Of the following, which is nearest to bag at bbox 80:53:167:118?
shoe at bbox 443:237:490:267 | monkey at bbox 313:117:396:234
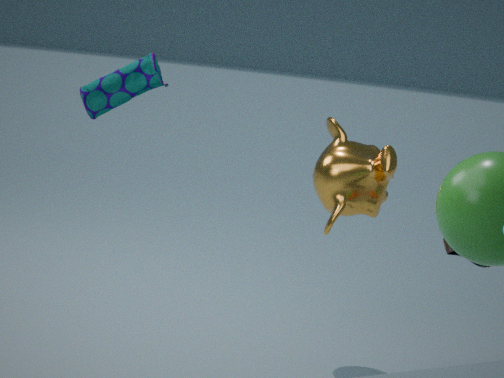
monkey at bbox 313:117:396:234
